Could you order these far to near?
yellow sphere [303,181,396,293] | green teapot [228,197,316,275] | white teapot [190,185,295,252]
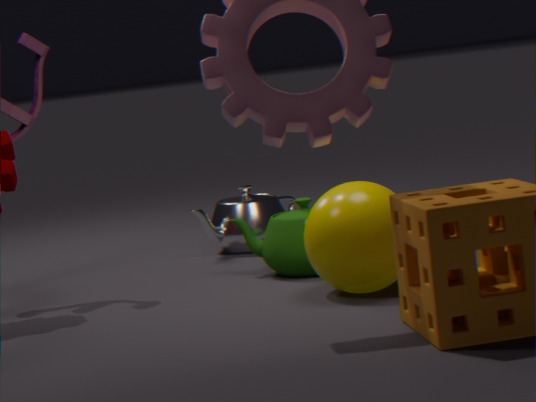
white teapot [190,185,295,252], green teapot [228,197,316,275], yellow sphere [303,181,396,293]
